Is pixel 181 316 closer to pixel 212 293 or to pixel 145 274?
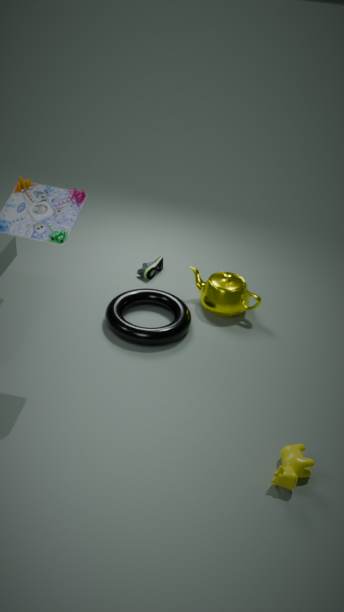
pixel 212 293
